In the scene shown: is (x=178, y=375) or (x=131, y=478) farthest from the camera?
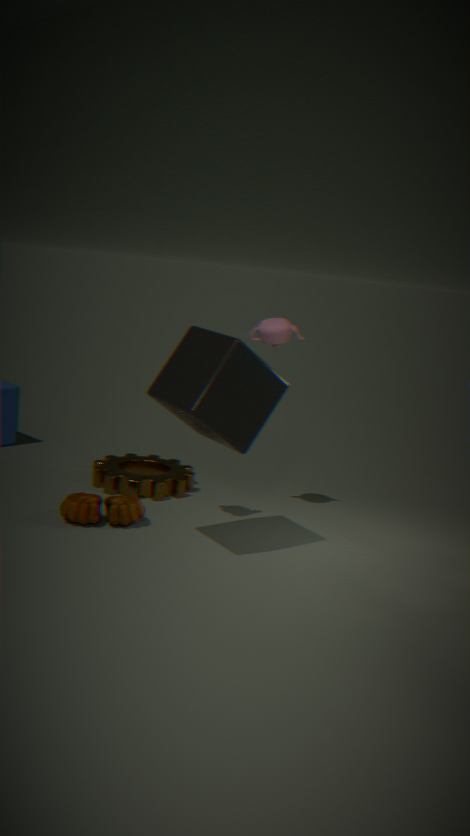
(x=131, y=478)
